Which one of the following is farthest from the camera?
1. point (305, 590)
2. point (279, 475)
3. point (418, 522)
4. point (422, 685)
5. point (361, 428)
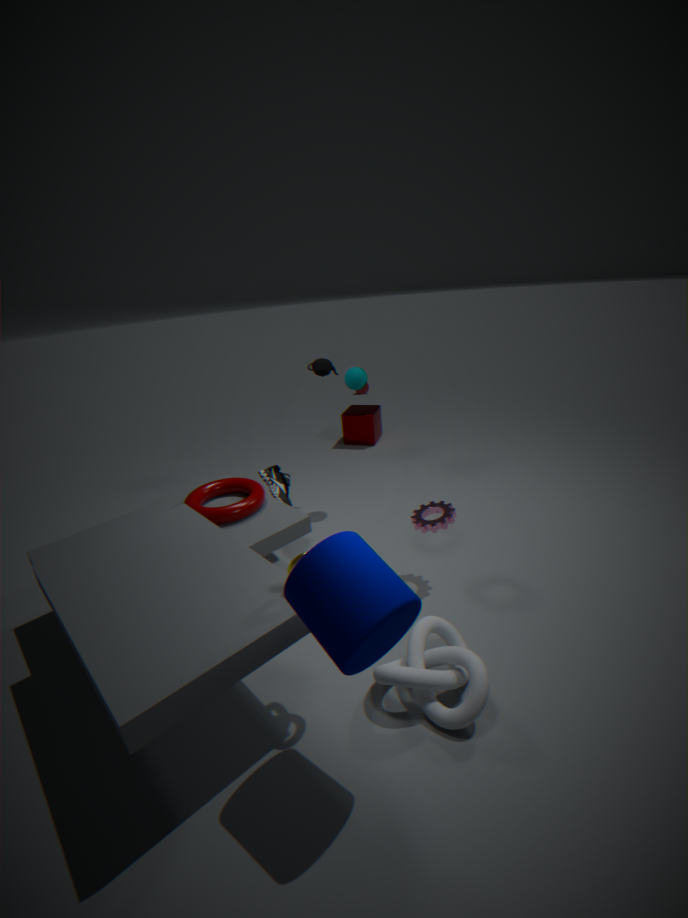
point (361, 428)
